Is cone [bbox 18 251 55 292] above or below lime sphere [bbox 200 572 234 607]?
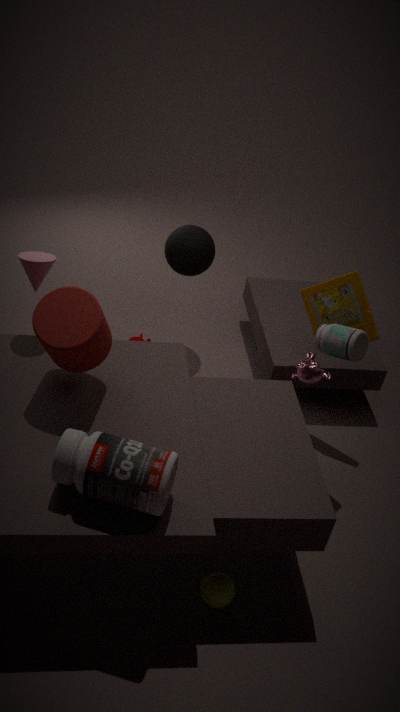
above
